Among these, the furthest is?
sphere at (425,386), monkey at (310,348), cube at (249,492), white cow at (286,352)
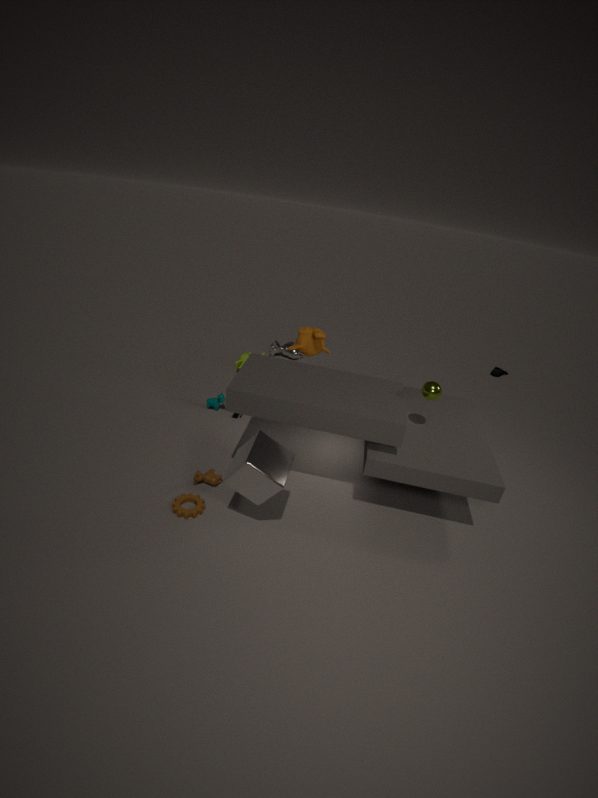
white cow at (286,352)
